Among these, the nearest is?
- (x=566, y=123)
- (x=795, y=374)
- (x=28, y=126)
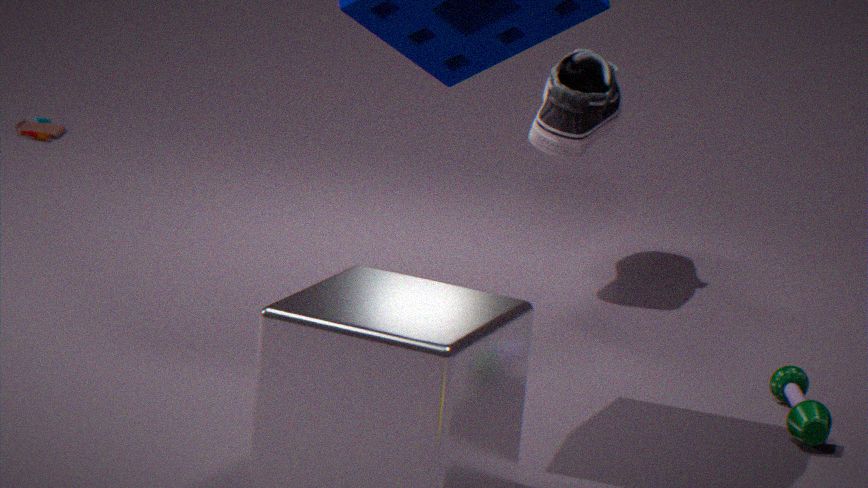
(x=795, y=374)
